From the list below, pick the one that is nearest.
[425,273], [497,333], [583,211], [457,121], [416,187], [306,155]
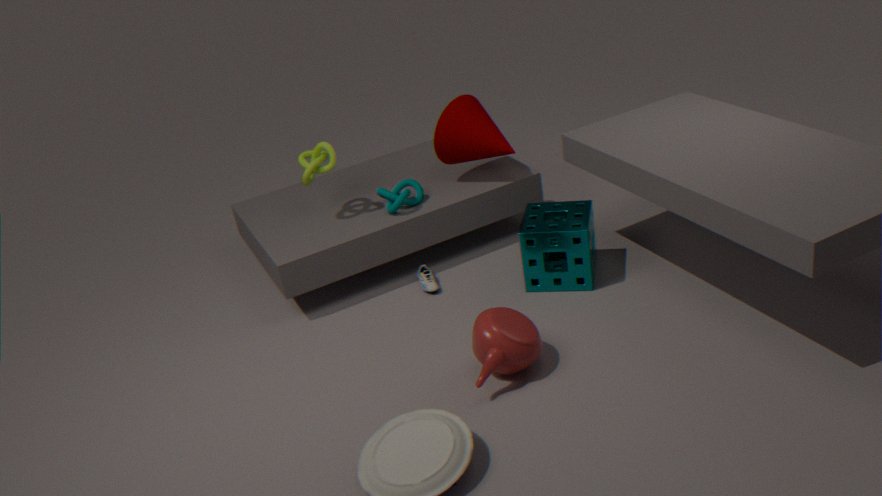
[497,333]
